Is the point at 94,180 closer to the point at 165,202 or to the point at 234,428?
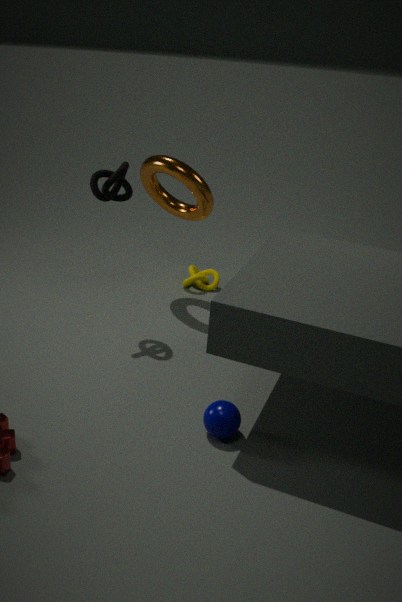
the point at 165,202
